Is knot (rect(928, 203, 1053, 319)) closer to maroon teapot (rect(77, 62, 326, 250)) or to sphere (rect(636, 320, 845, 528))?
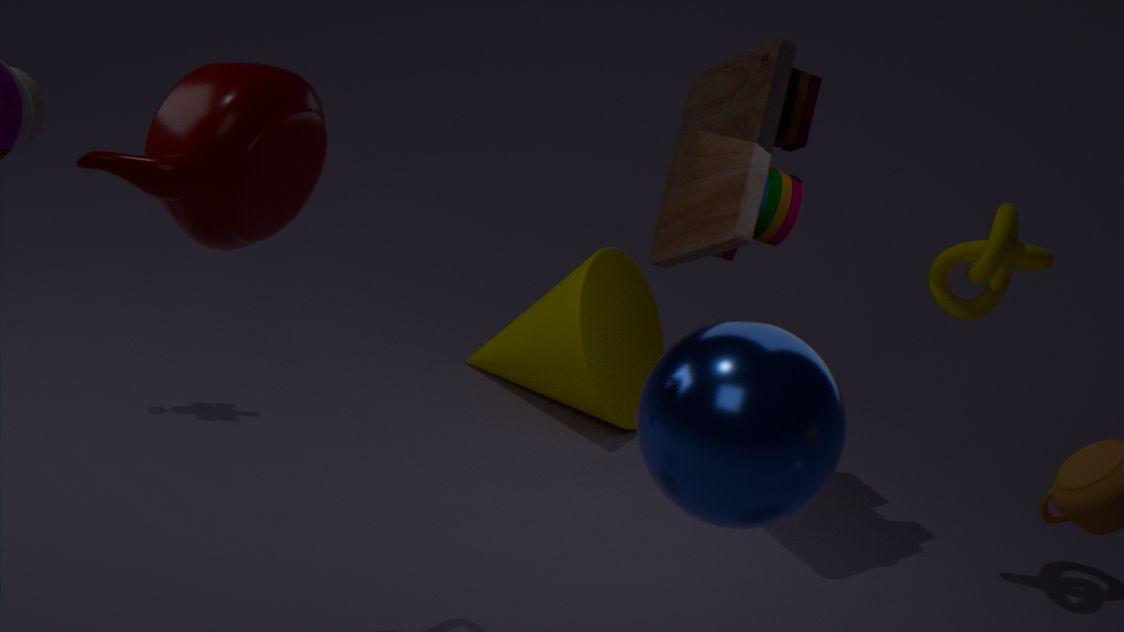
sphere (rect(636, 320, 845, 528))
